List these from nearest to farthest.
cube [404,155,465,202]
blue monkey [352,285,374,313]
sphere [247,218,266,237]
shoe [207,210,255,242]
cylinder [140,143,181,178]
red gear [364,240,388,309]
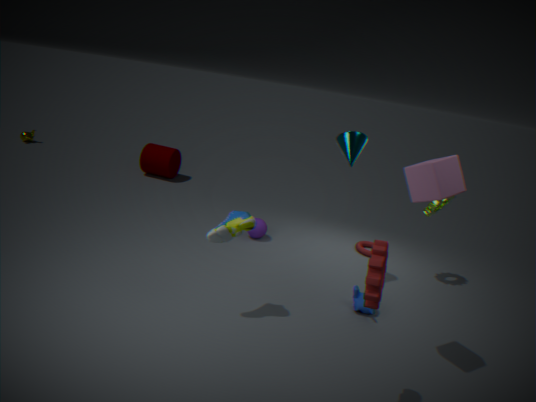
red gear [364,240,388,309], cube [404,155,465,202], shoe [207,210,255,242], blue monkey [352,285,374,313], sphere [247,218,266,237], cylinder [140,143,181,178]
